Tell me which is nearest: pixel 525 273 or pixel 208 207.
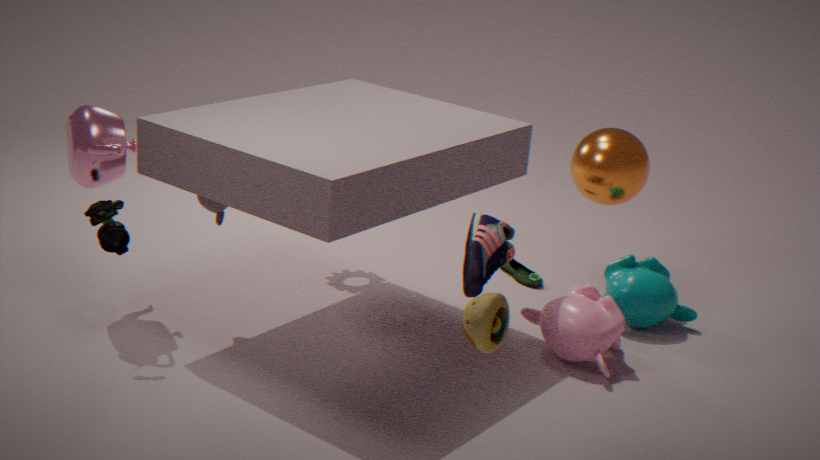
pixel 208 207
